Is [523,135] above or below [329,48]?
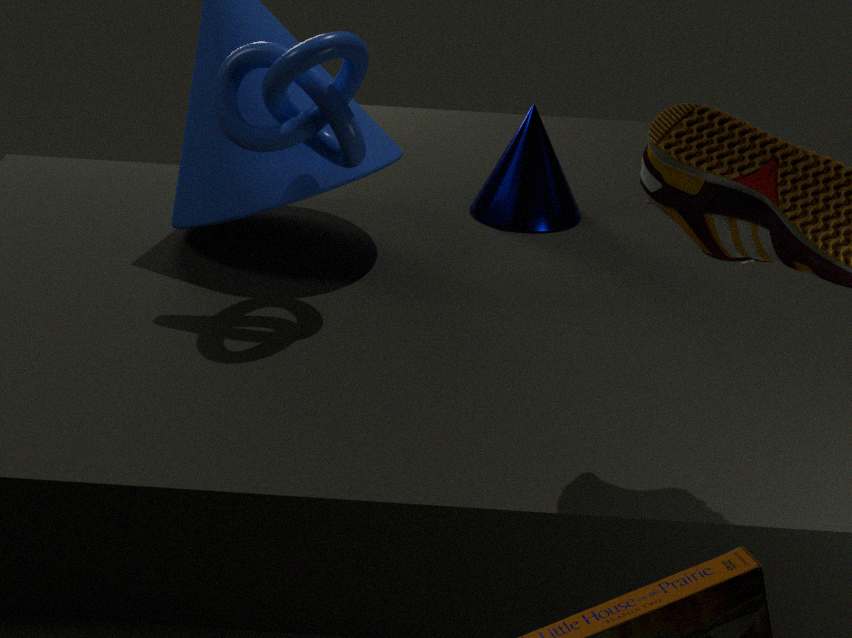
below
